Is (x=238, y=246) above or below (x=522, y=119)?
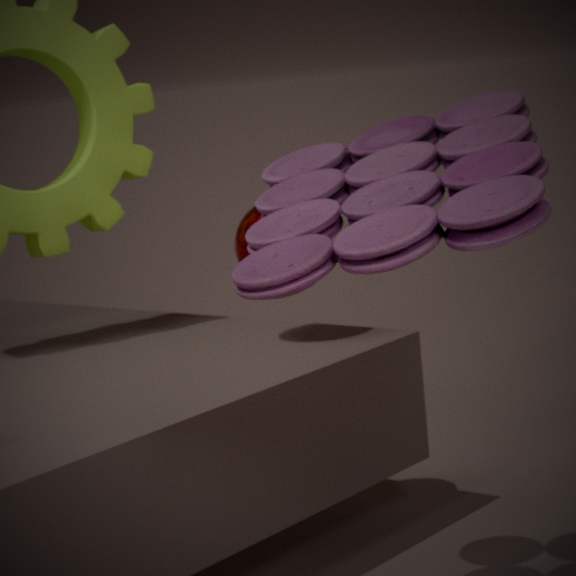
below
